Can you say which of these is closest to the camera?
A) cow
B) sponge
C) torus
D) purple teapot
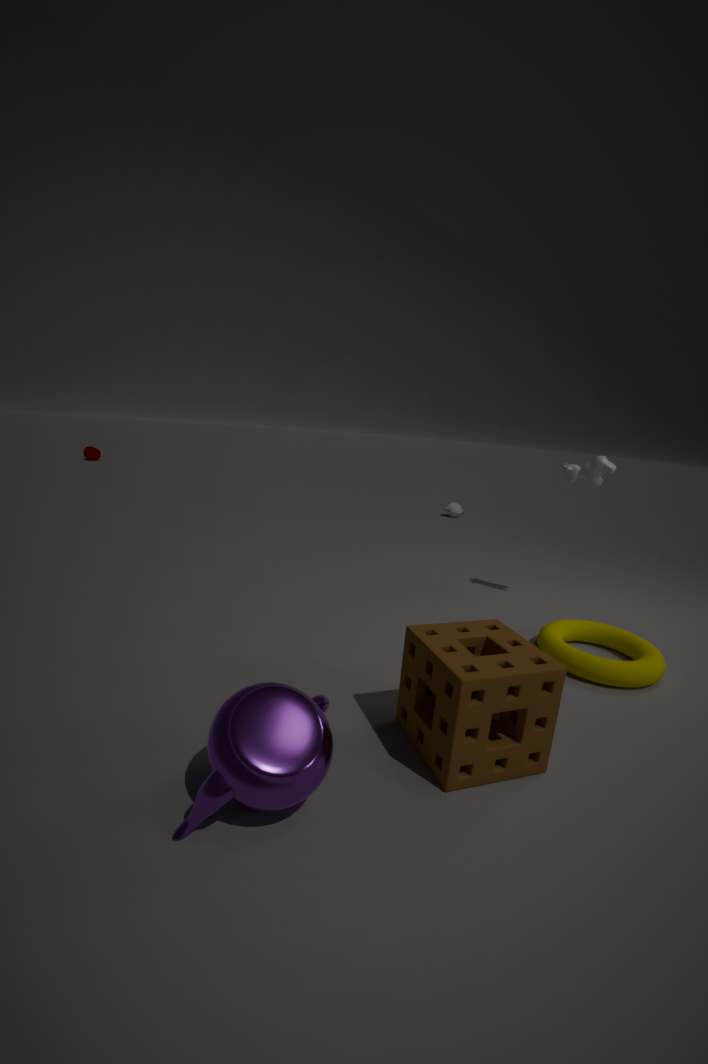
purple teapot
